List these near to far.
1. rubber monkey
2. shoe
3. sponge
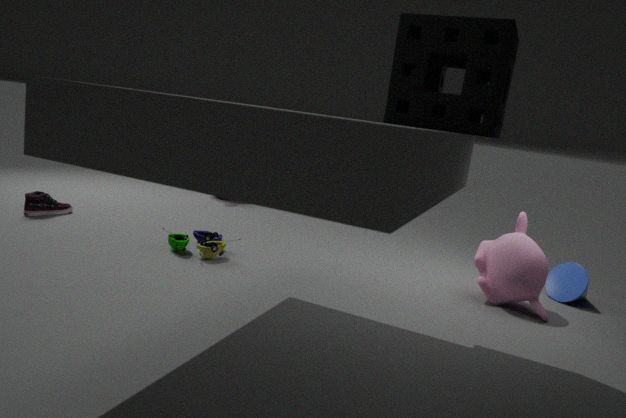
sponge → rubber monkey → shoe
